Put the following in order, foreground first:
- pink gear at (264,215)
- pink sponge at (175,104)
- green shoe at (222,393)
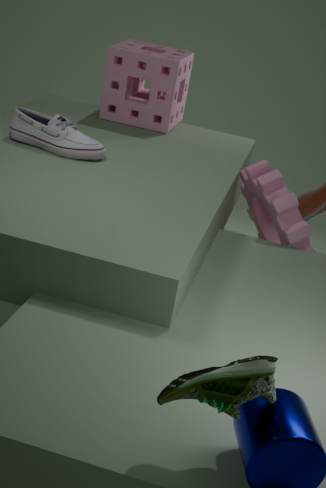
green shoe at (222,393), pink gear at (264,215), pink sponge at (175,104)
